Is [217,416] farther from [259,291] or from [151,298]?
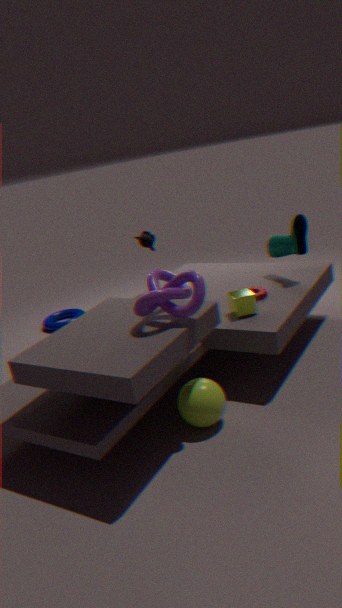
[259,291]
